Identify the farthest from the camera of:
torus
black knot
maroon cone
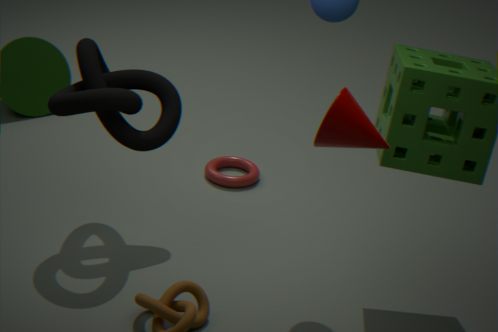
torus
